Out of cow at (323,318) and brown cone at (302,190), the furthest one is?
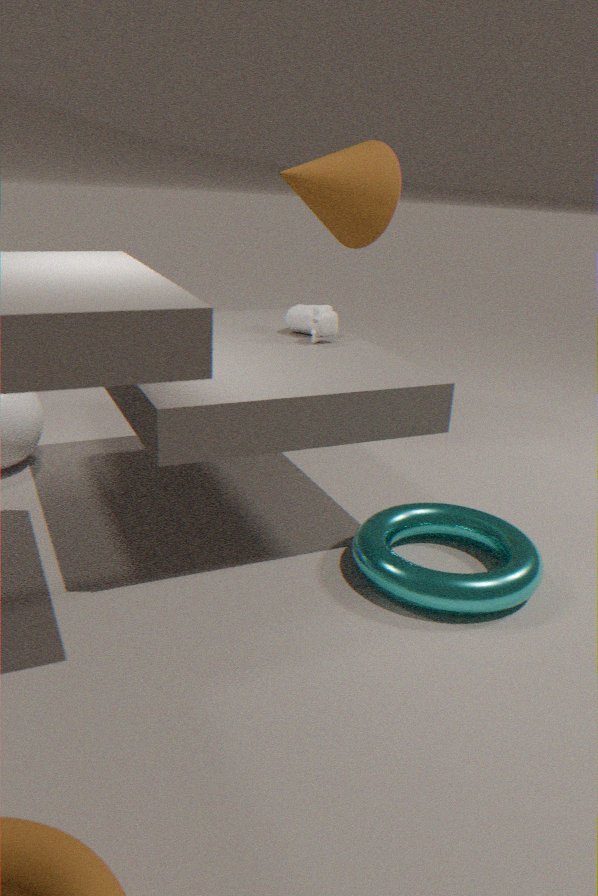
brown cone at (302,190)
